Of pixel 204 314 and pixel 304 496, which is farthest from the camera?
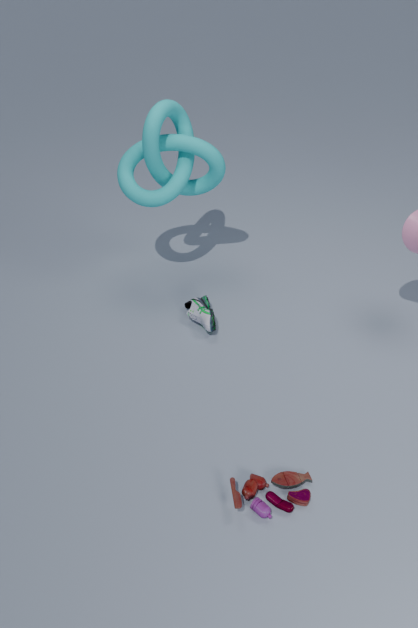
pixel 204 314
